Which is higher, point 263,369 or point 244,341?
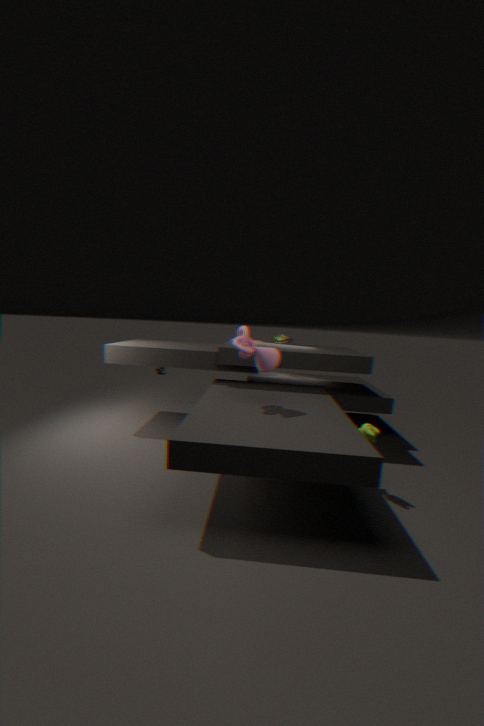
point 244,341
